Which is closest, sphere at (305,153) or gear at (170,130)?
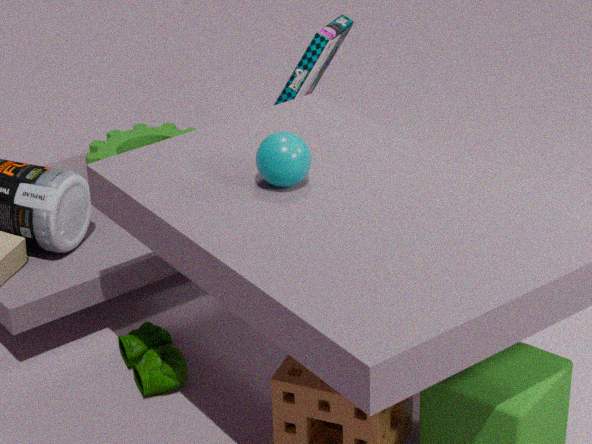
sphere at (305,153)
